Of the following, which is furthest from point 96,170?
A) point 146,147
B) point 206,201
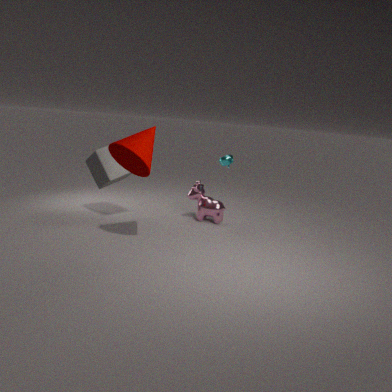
point 206,201
